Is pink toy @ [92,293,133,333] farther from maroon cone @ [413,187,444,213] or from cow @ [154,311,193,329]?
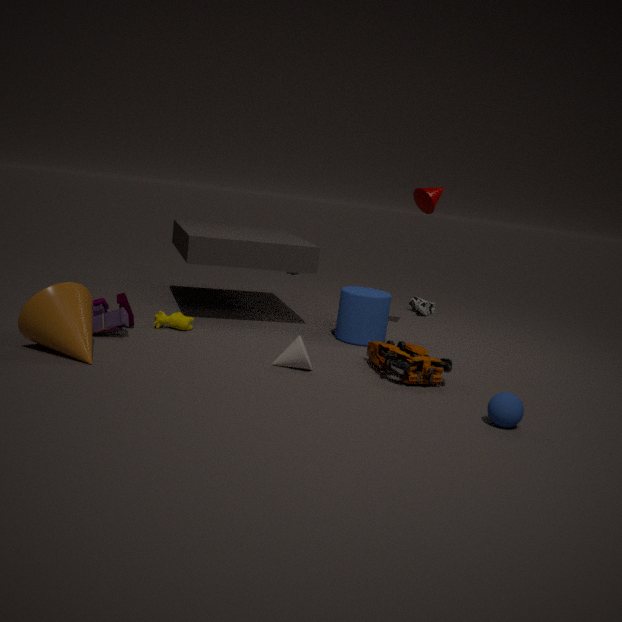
maroon cone @ [413,187,444,213]
